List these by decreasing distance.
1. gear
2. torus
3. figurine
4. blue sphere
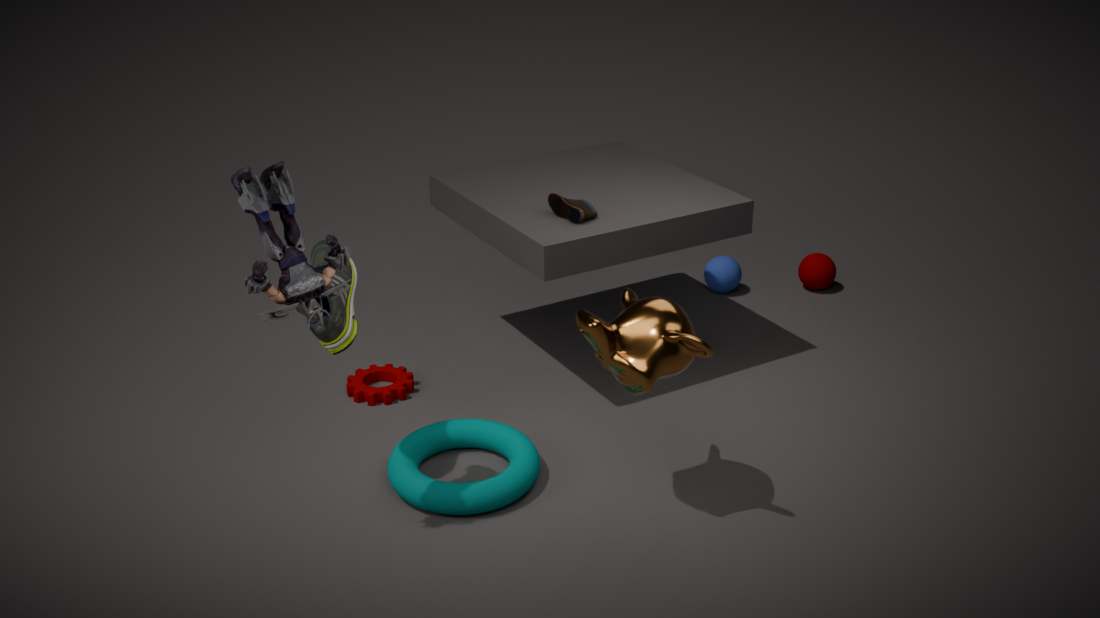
blue sphere → gear → torus → figurine
